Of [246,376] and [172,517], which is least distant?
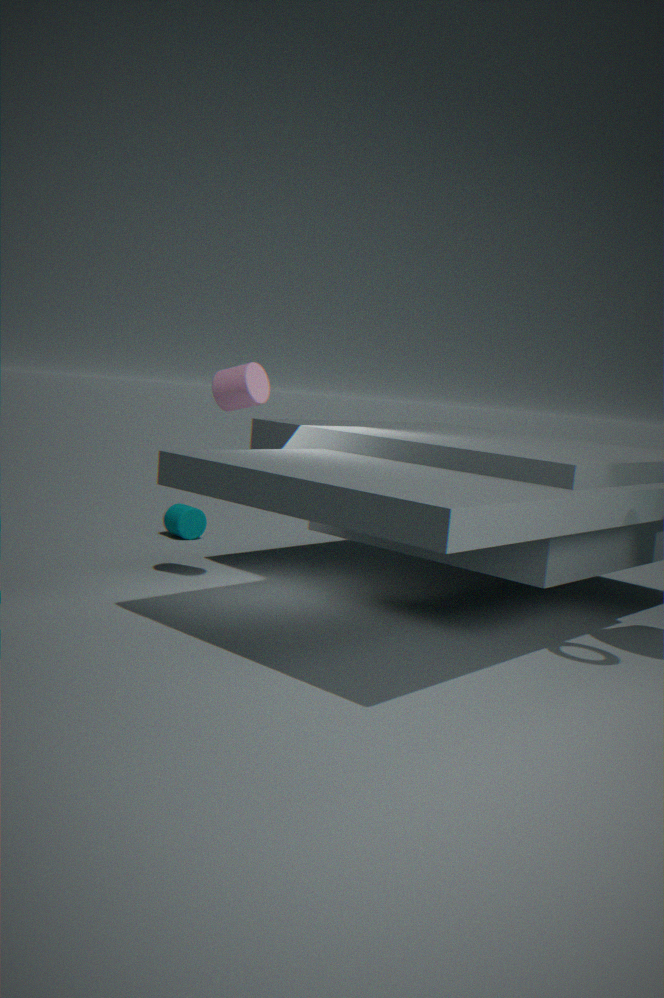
[246,376]
